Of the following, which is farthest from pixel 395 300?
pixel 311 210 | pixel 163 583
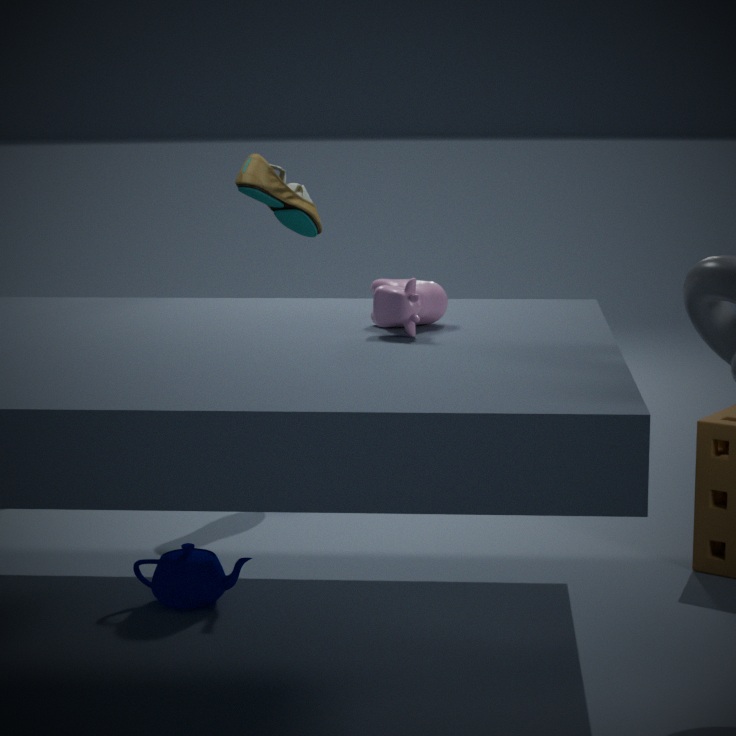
pixel 311 210
